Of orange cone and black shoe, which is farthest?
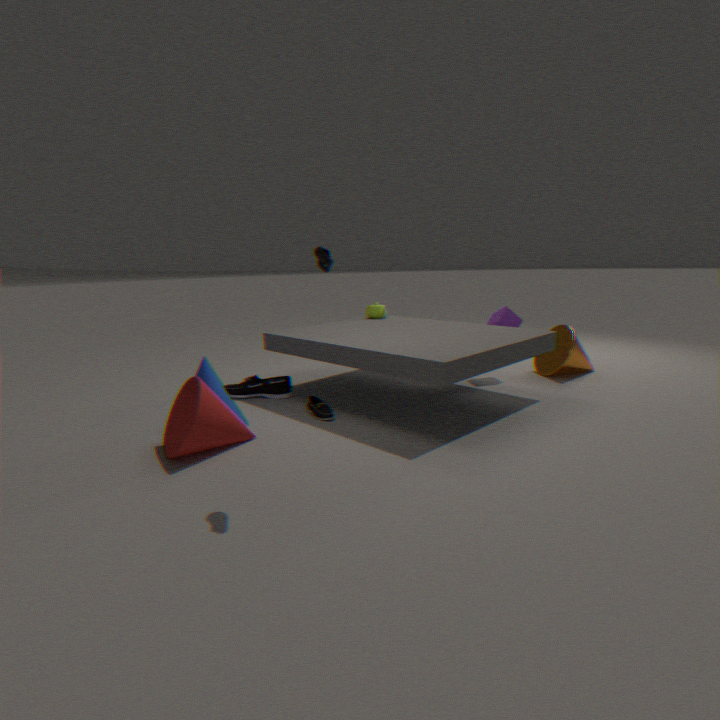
orange cone
